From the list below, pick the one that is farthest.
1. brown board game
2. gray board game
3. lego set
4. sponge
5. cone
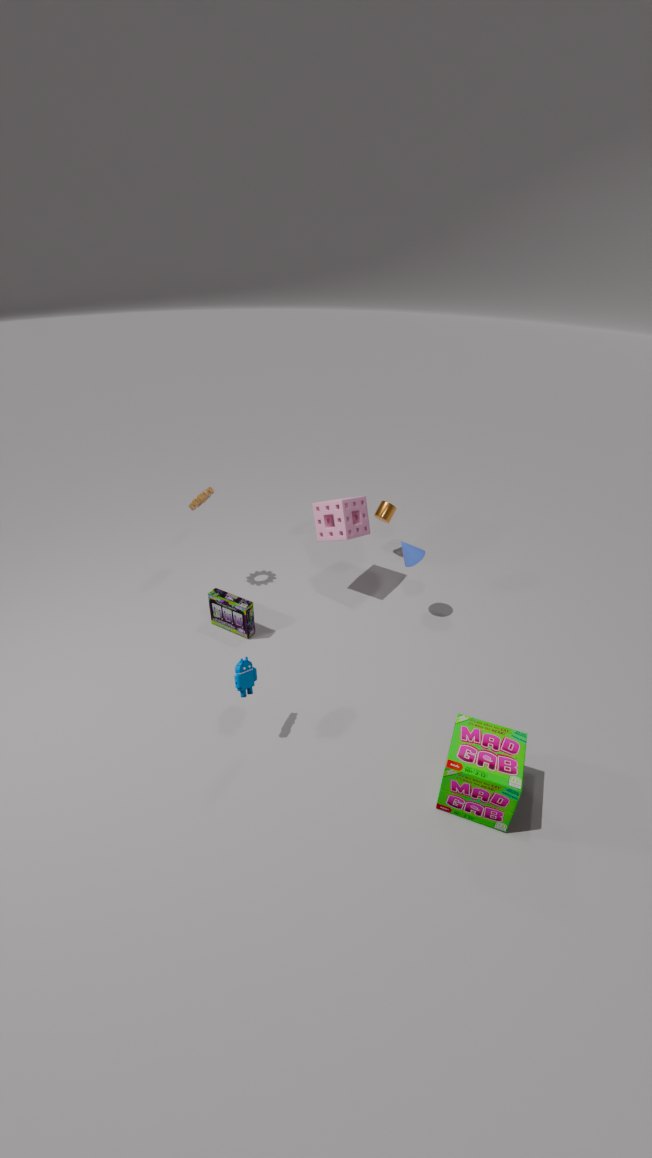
sponge
